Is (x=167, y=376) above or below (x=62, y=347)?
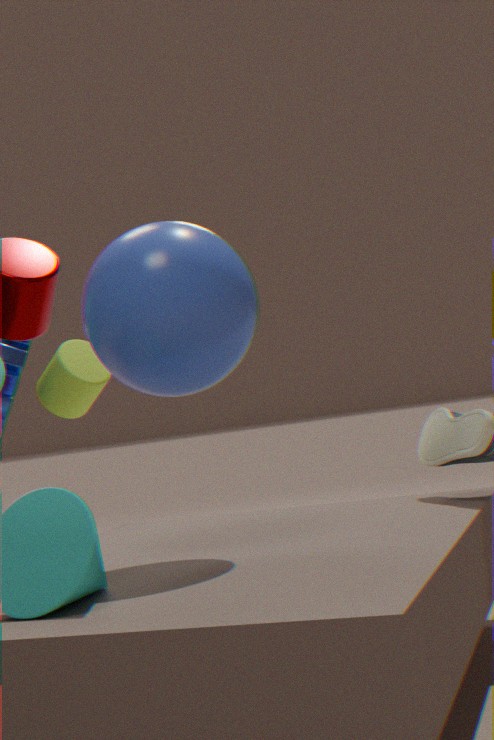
above
